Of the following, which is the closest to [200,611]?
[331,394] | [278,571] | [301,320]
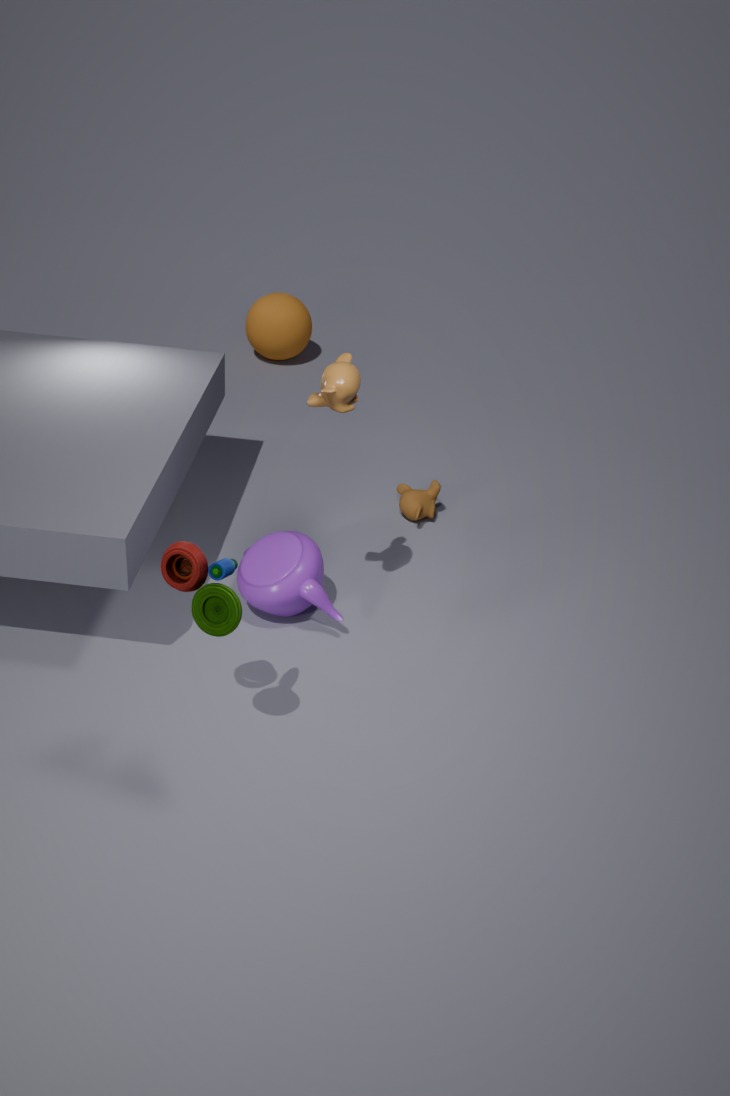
[331,394]
